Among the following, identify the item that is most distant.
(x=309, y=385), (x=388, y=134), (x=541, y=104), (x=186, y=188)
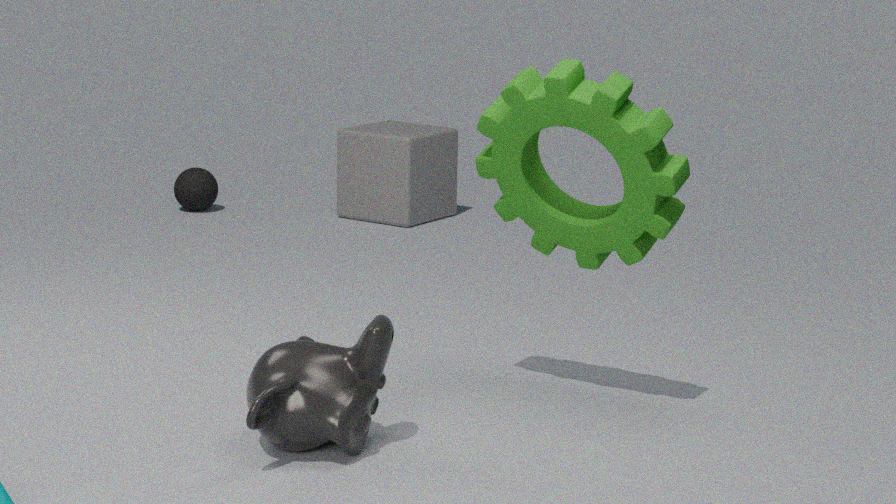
(x=186, y=188)
